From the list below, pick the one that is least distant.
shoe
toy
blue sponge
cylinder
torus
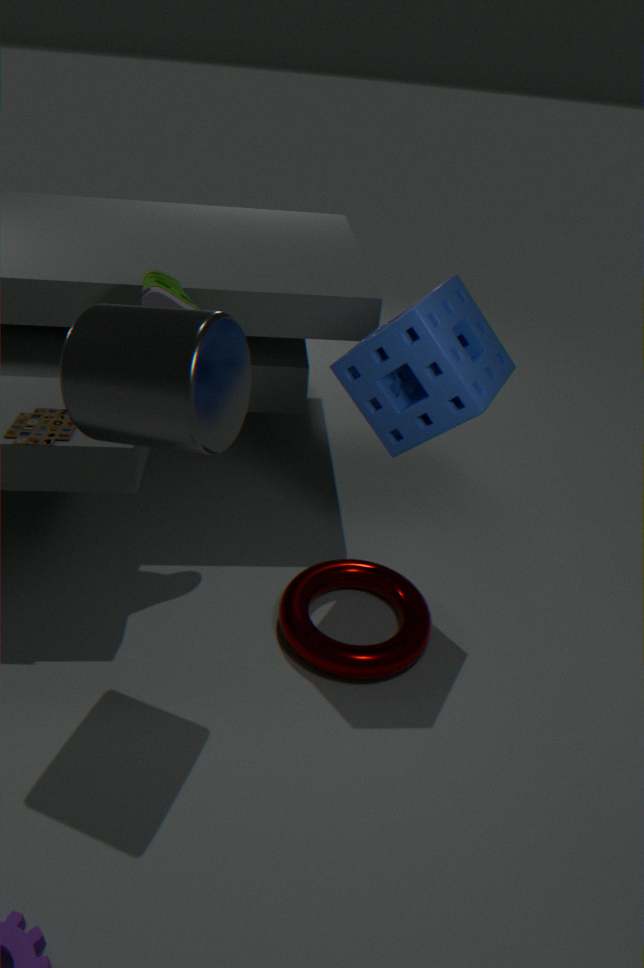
cylinder
